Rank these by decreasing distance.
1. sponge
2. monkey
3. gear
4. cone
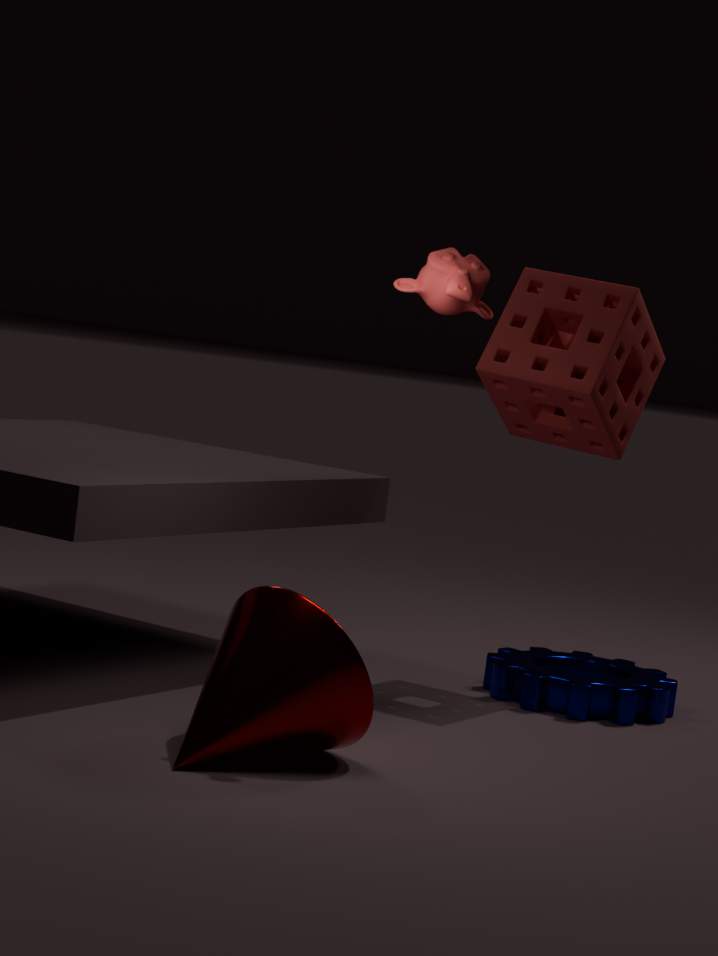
sponge < gear < monkey < cone
